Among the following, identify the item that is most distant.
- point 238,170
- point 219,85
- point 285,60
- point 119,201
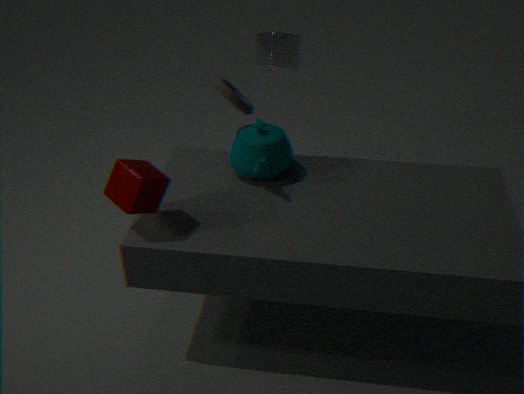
point 285,60
